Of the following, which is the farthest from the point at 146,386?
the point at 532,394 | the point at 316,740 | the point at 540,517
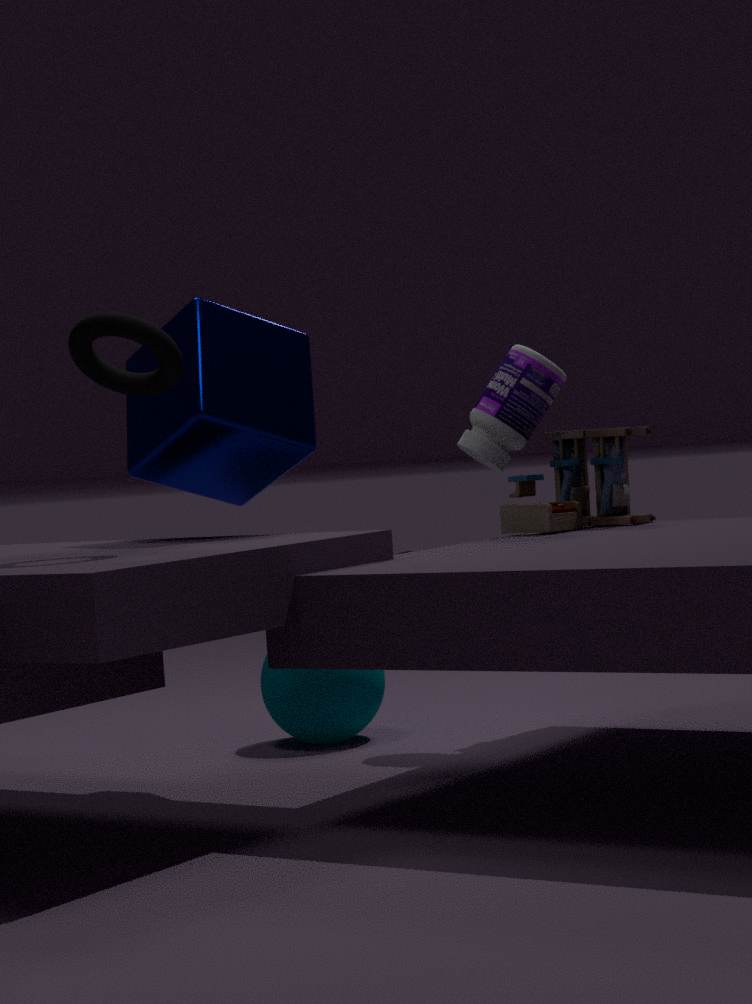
the point at 540,517
